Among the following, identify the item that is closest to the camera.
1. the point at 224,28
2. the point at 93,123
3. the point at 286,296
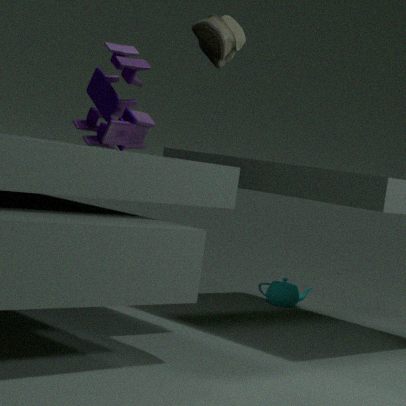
the point at 224,28
